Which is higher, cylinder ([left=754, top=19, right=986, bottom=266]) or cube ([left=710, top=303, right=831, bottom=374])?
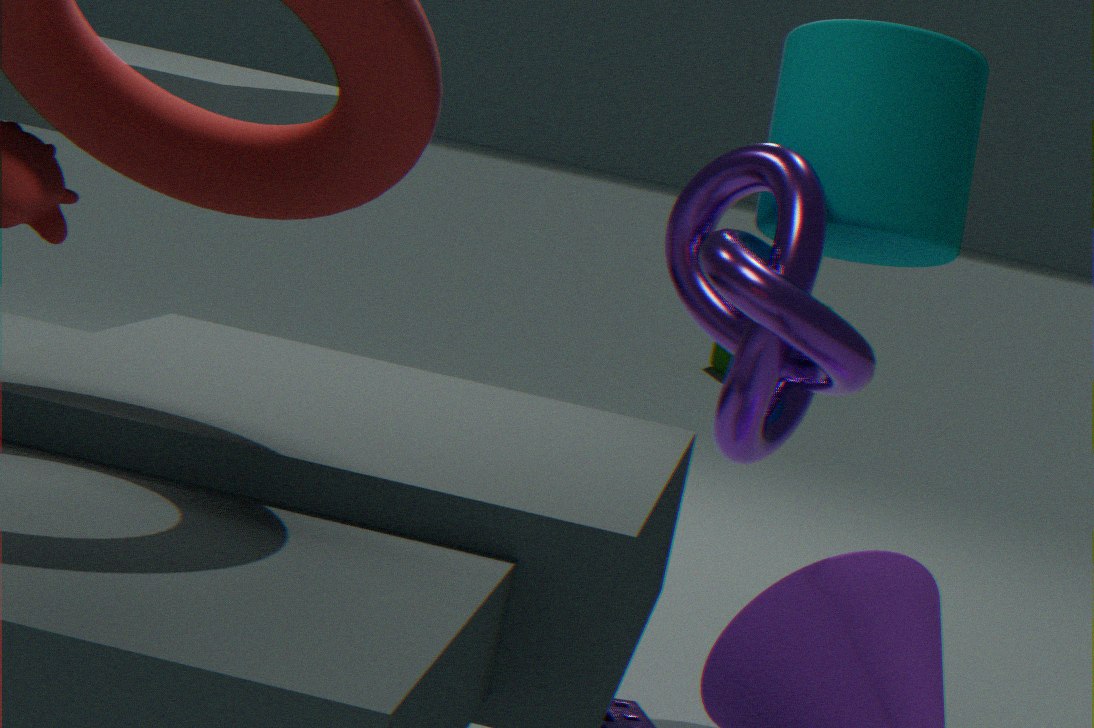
cylinder ([left=754, top=19, right=986, bottom=266])
